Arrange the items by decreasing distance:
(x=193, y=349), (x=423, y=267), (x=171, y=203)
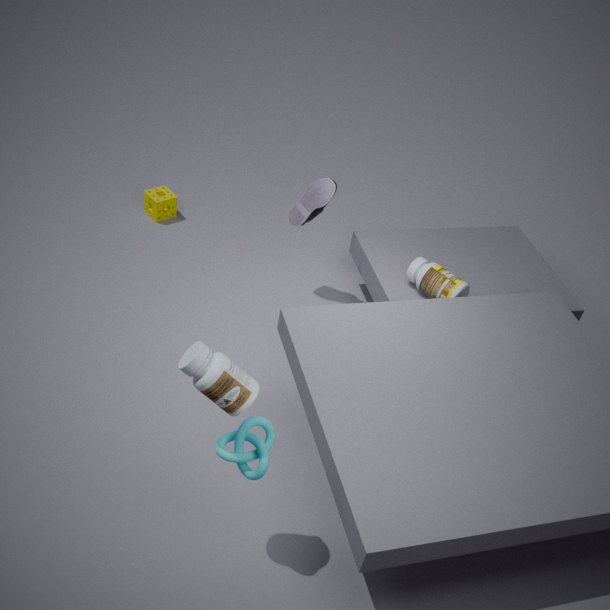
(x=171, y=203), (x=423, y=267), (x=193, y=349)
